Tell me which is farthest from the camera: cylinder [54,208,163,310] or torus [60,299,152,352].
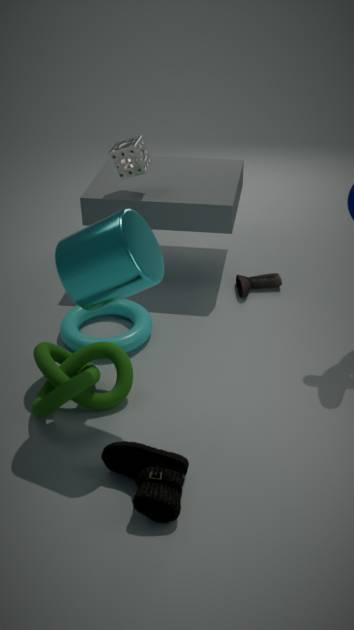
torus [60,299,152,352]
